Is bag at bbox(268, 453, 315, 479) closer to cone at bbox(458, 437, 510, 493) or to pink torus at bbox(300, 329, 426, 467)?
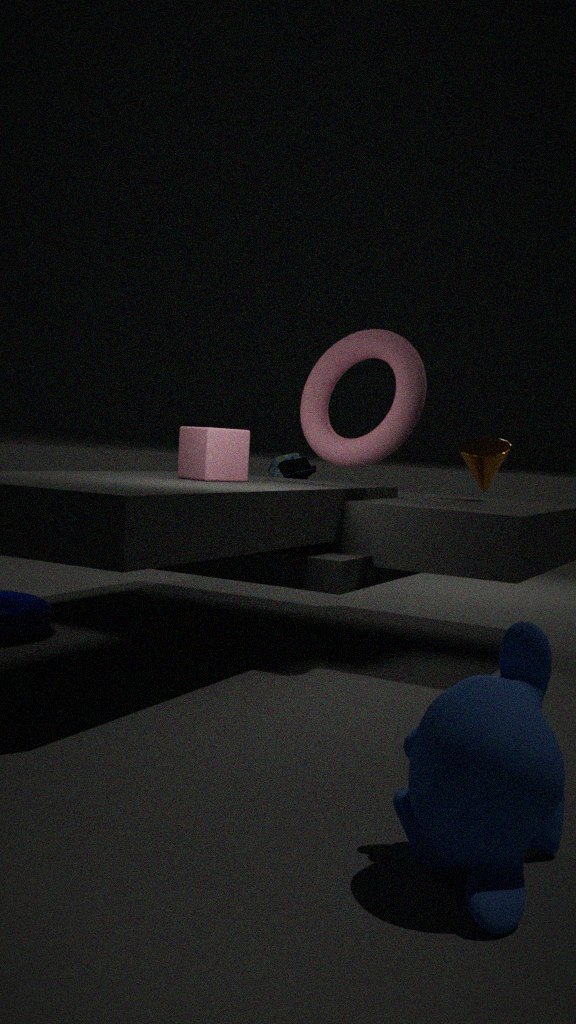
pink torus at bbox(300, 329, 426, 467)
